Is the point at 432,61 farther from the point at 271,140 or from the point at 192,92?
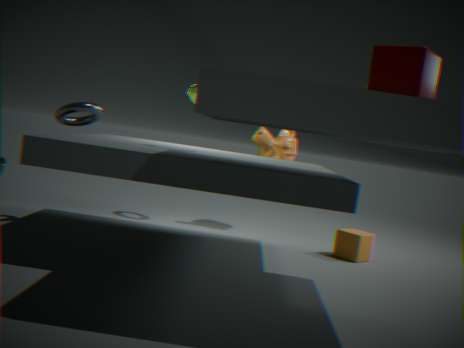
the point at 271,140
